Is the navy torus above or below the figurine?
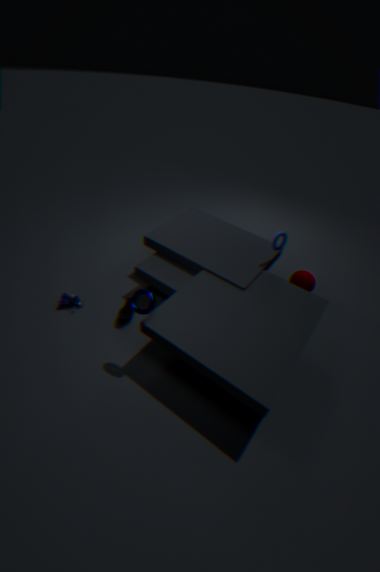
above
